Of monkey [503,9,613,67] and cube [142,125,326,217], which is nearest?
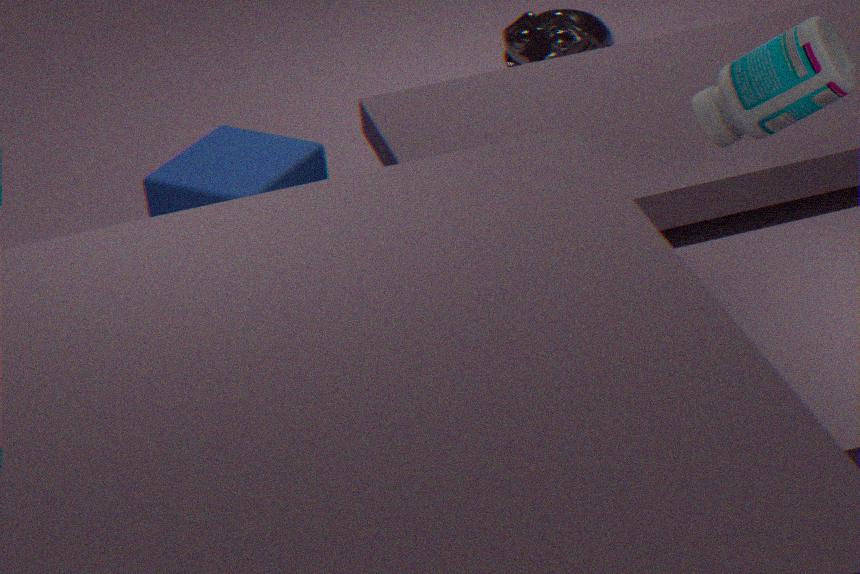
cube [142,125,326,217]
